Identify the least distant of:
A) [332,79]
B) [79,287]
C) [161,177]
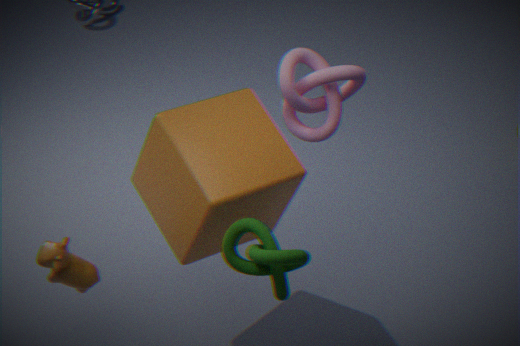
[332,79]
